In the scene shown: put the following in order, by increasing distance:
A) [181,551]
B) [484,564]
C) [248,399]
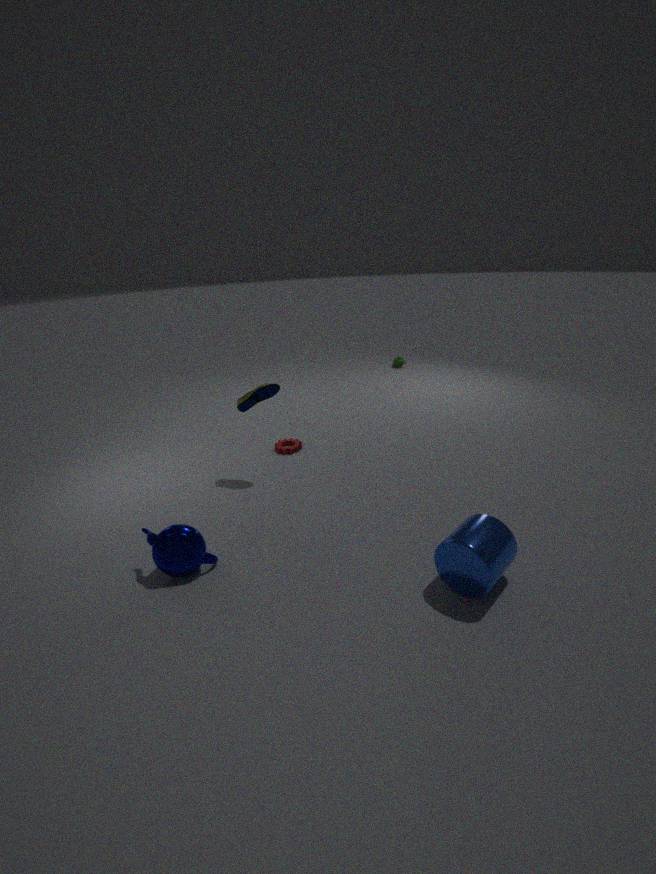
[484,564]
[181,551]
[248,399]
